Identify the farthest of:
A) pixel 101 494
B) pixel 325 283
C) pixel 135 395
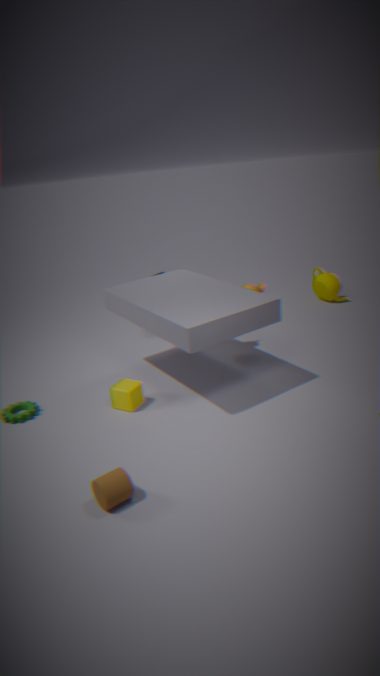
pixel 325 283
